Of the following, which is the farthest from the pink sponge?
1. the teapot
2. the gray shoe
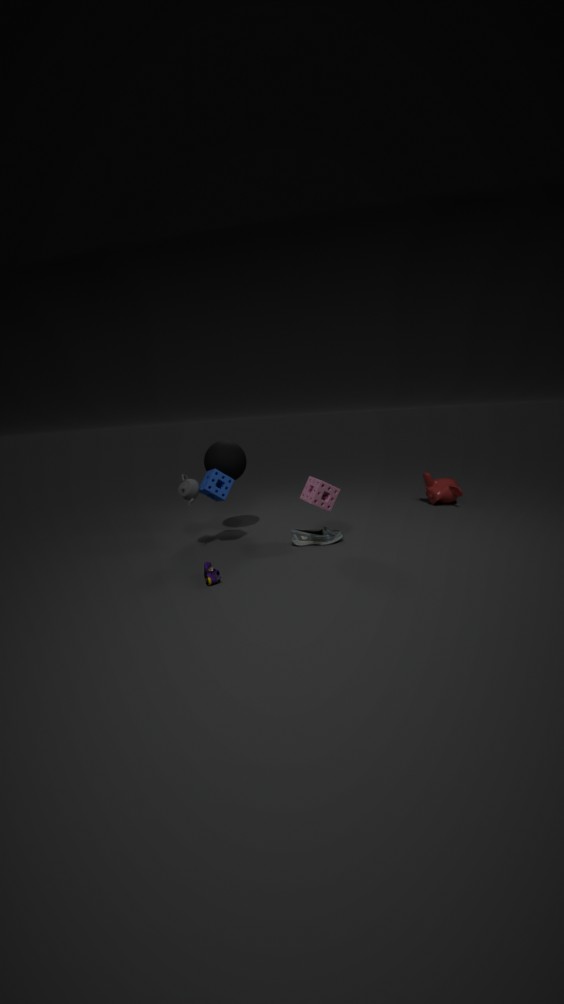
the teapot
